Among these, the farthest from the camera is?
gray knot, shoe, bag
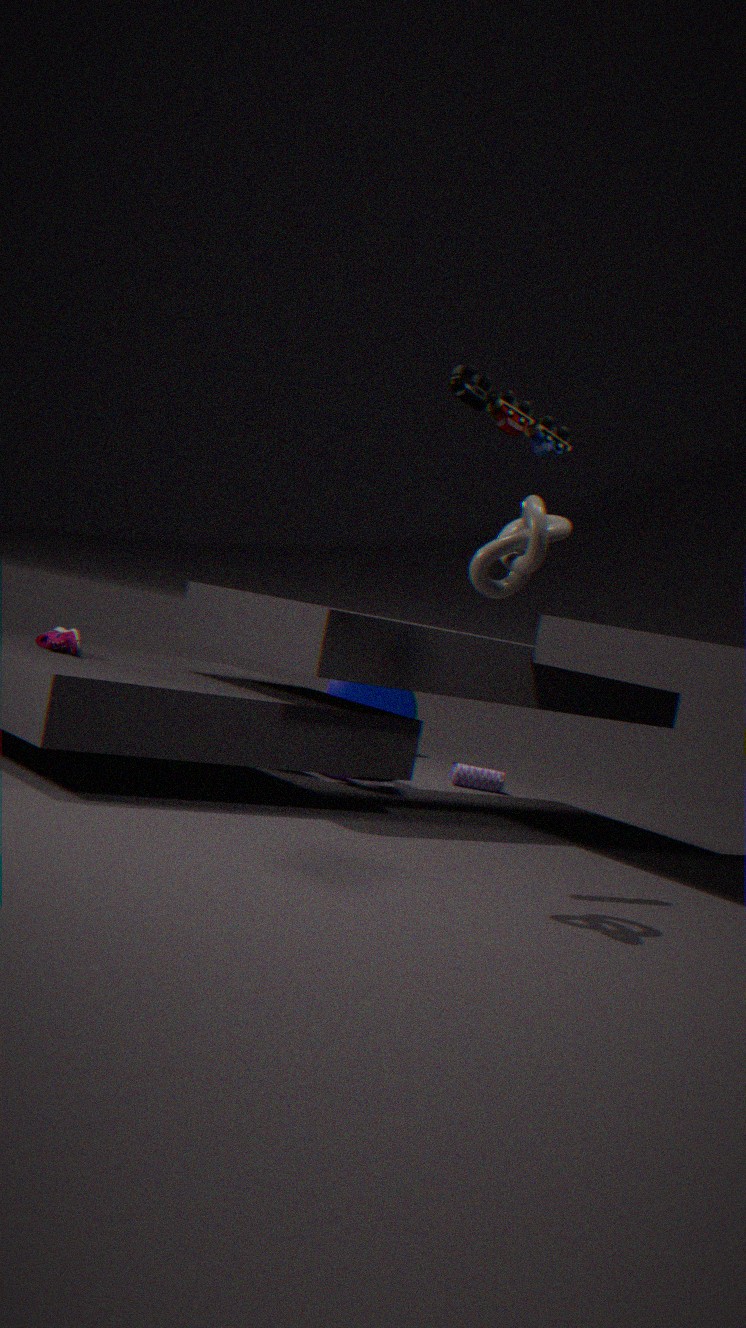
bag
